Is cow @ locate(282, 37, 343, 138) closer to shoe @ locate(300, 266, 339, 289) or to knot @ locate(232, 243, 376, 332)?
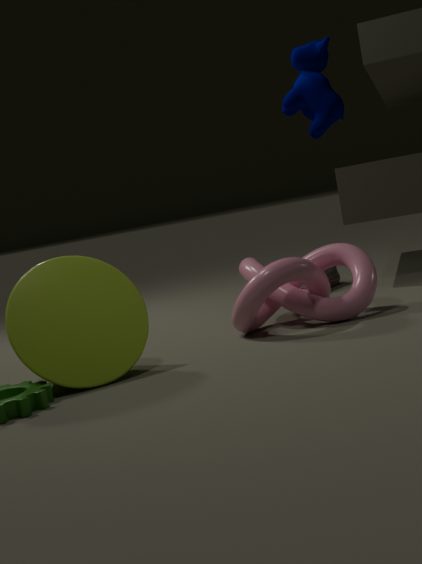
knot @ locate(232, 243, 376, 332)
